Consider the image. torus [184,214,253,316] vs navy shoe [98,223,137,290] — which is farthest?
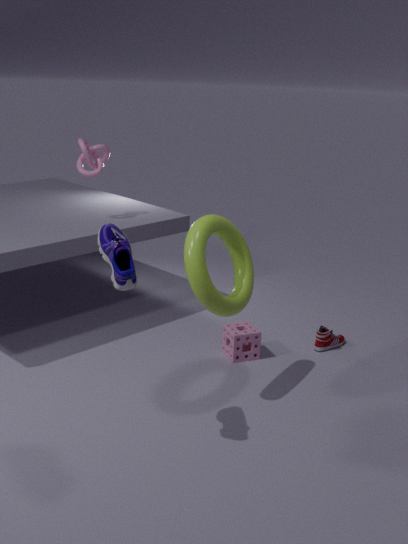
torus [184,214,253,316]
